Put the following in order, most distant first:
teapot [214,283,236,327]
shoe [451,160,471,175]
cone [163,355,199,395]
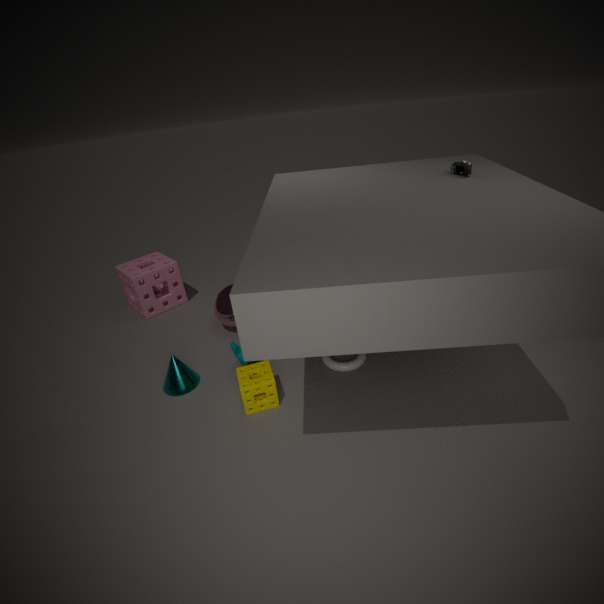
teapot [214,283,236,327] < cone [163,355,199,395] < shoe [451,160,471,175]
